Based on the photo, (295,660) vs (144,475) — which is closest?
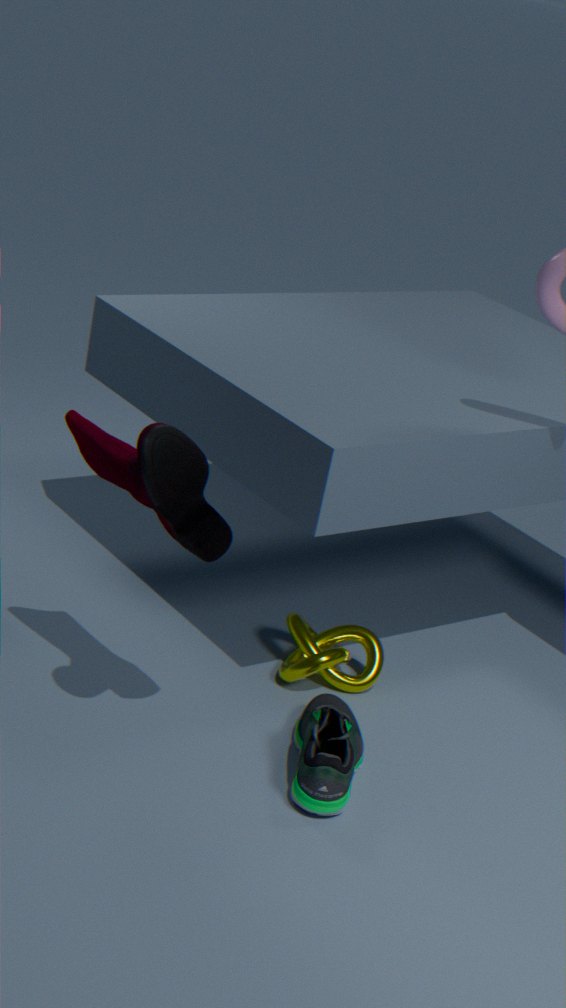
(144,475)
